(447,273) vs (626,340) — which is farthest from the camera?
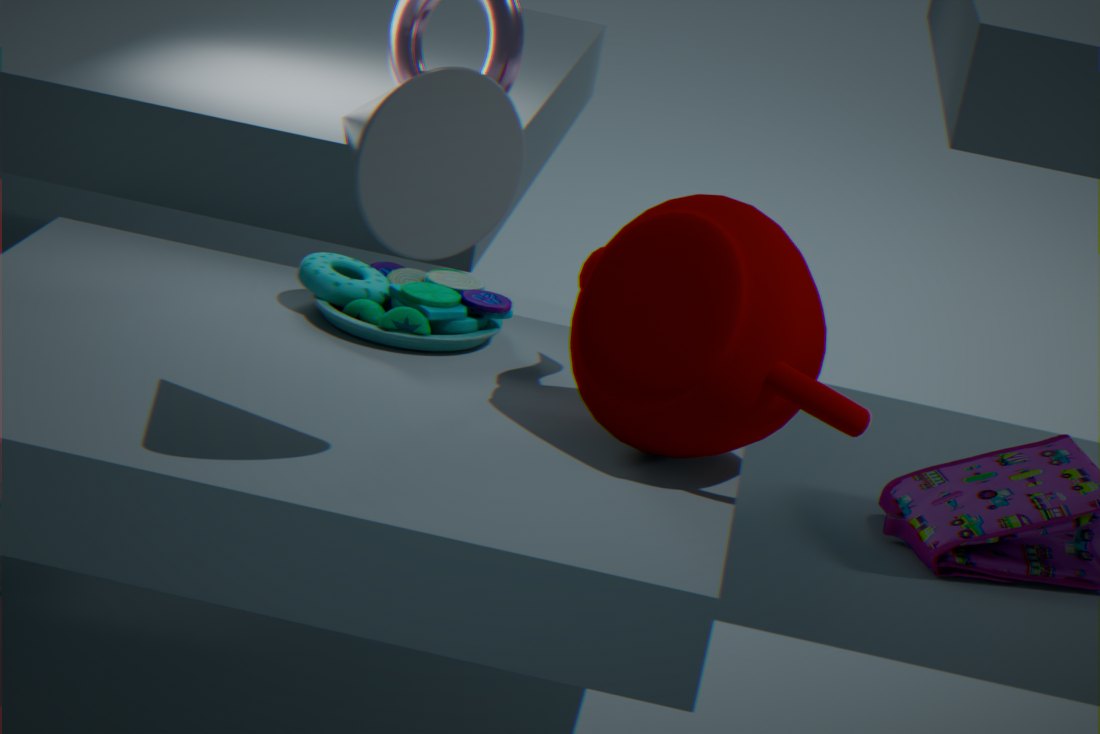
(447,273)
